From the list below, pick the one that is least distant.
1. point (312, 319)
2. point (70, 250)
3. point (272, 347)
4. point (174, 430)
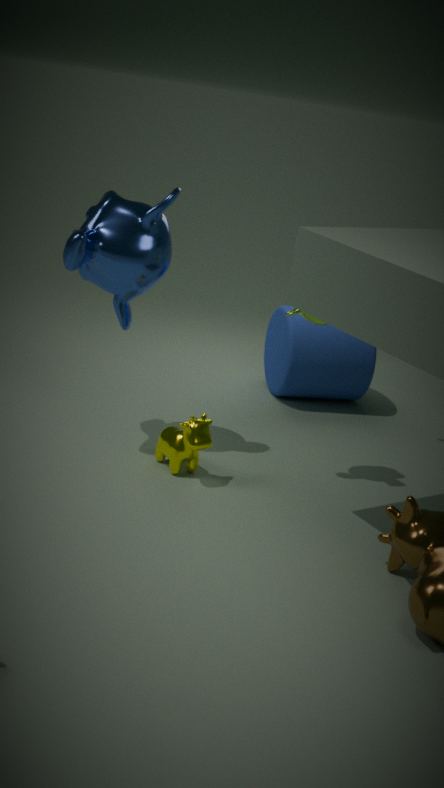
point (70, 250)
